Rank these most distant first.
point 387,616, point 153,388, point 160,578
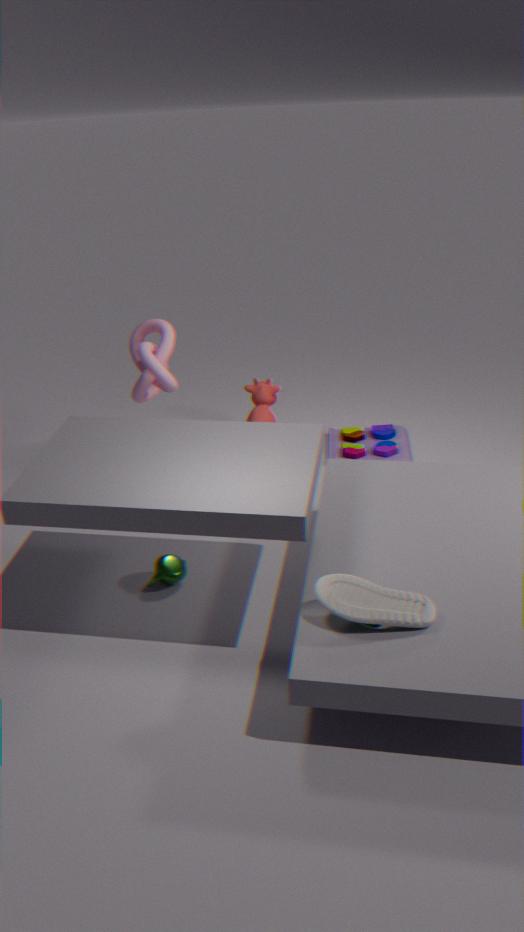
point 153,388
point 160,578
point 387,616
